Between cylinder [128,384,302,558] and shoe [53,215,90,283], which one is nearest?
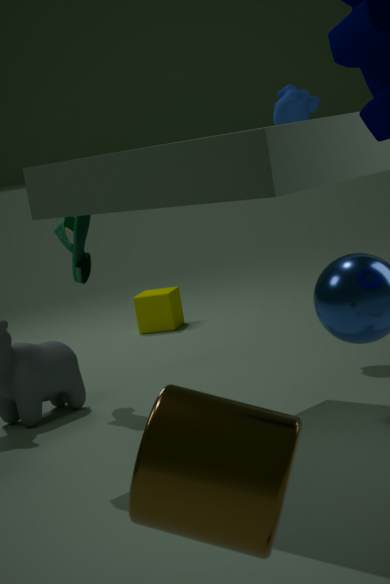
cylinder [128,384,302,558]
